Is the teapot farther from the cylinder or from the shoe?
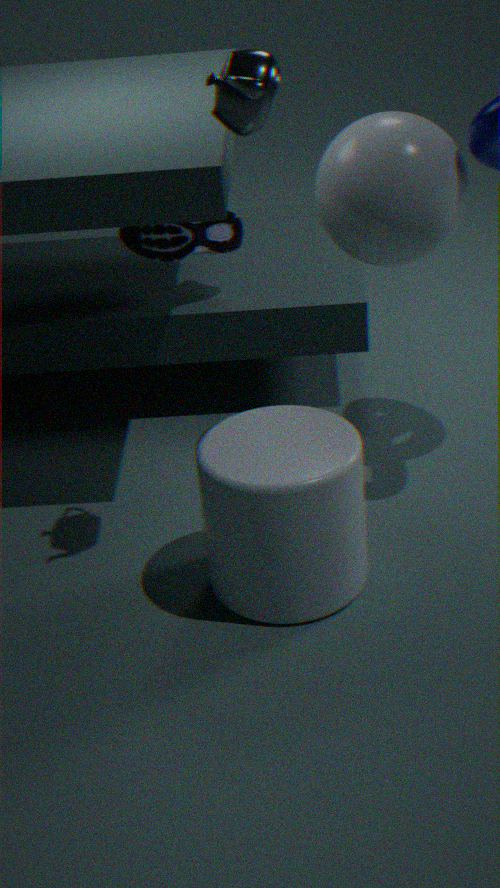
the shoe
